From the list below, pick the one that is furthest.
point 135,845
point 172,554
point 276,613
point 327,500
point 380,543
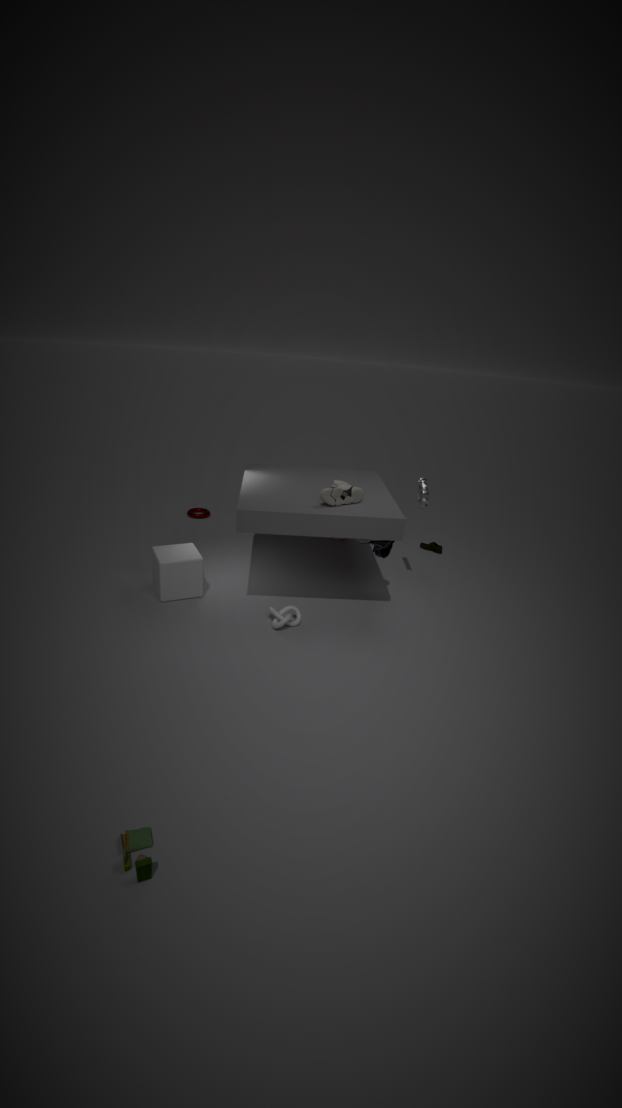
point 172,554
